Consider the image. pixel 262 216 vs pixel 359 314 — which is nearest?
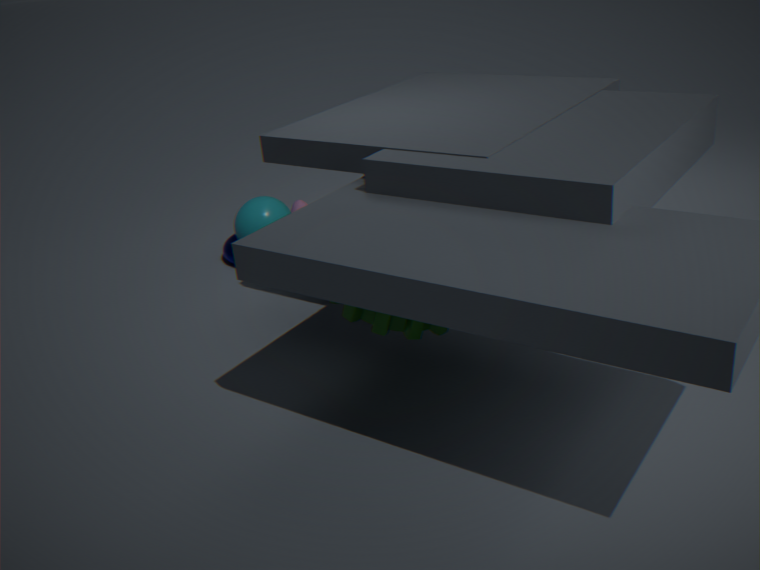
pixel 359 314
